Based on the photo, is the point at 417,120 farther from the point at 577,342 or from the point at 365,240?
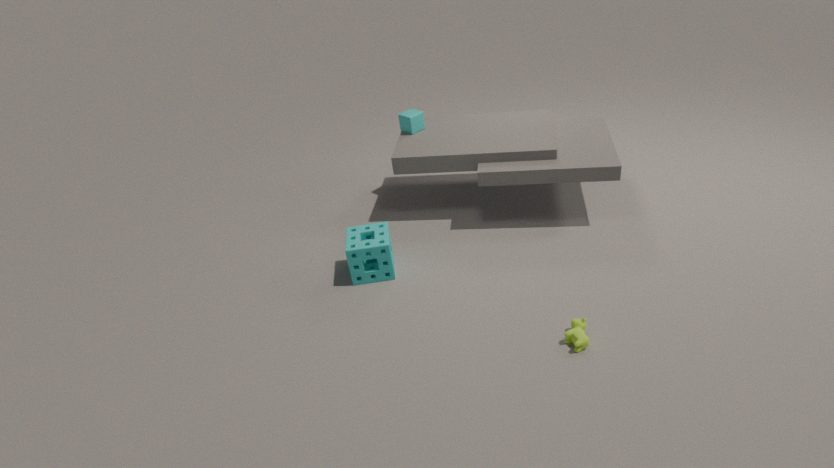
the point at 577,342
